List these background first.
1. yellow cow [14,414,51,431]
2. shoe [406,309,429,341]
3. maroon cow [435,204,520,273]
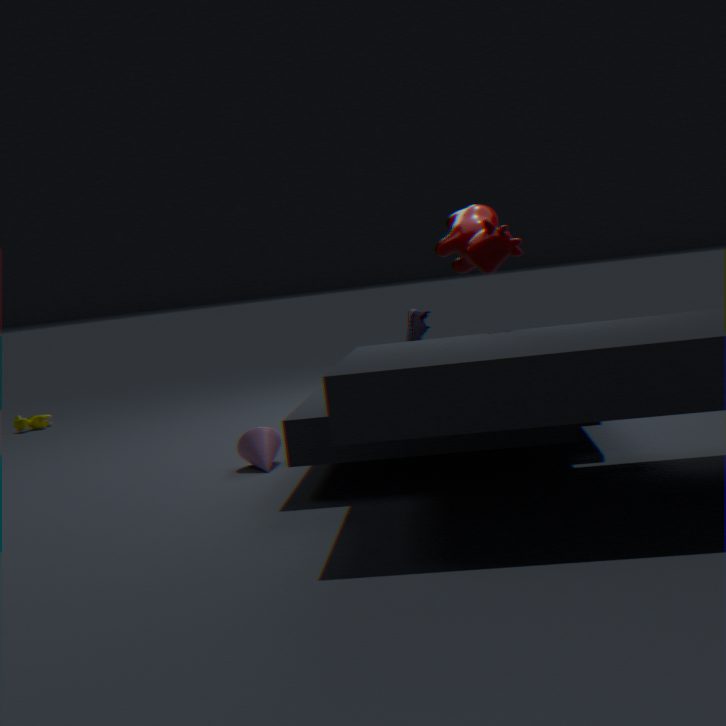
yellow cow [14,414,51,431] < shoe [406,309,429,341] < maroon cow [435,204,520,273]
